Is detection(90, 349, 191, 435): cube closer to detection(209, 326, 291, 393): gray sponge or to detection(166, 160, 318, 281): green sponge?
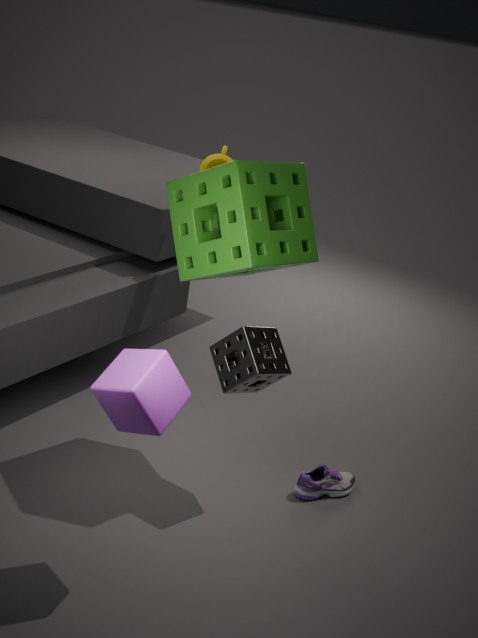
detection(209, 326, 291, 393): gray sponge
